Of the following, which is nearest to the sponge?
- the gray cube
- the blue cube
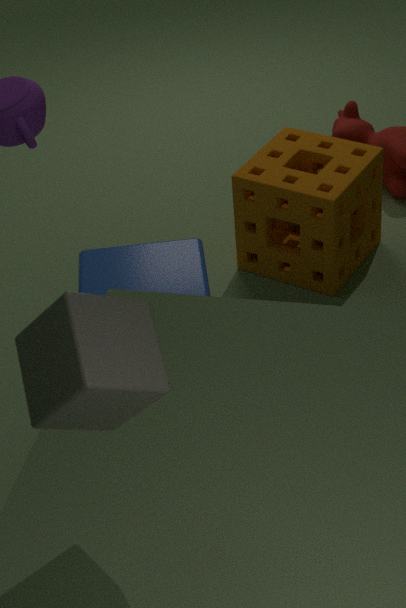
the blue cube
